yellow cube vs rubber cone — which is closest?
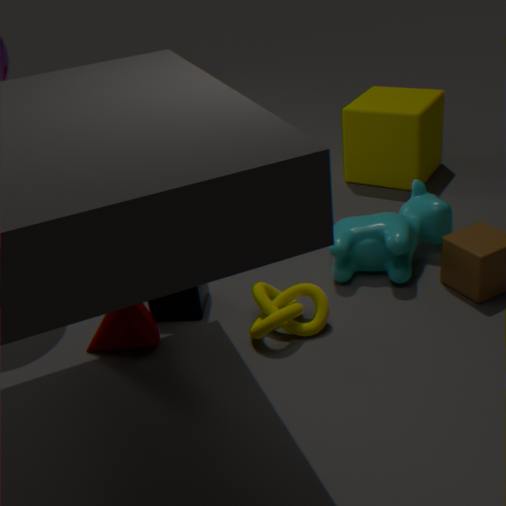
rubber cone
